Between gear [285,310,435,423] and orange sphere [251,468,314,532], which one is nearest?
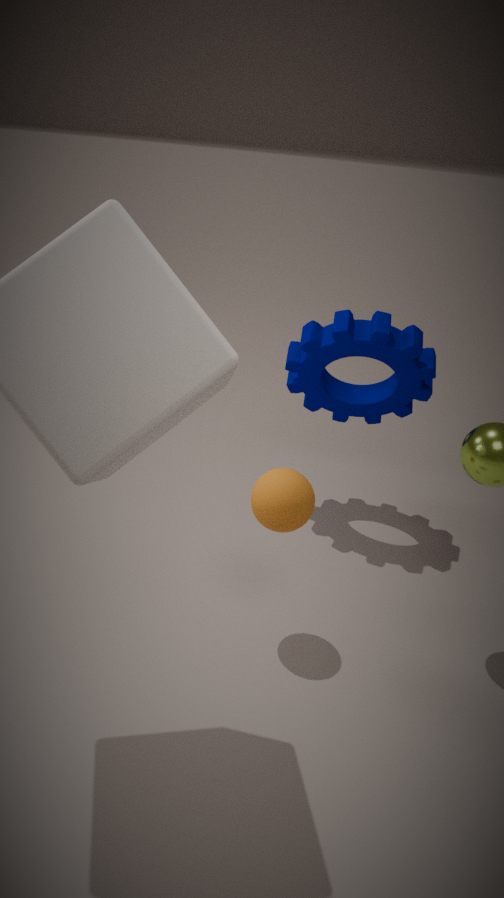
orange sphere [251,468,314,532]
